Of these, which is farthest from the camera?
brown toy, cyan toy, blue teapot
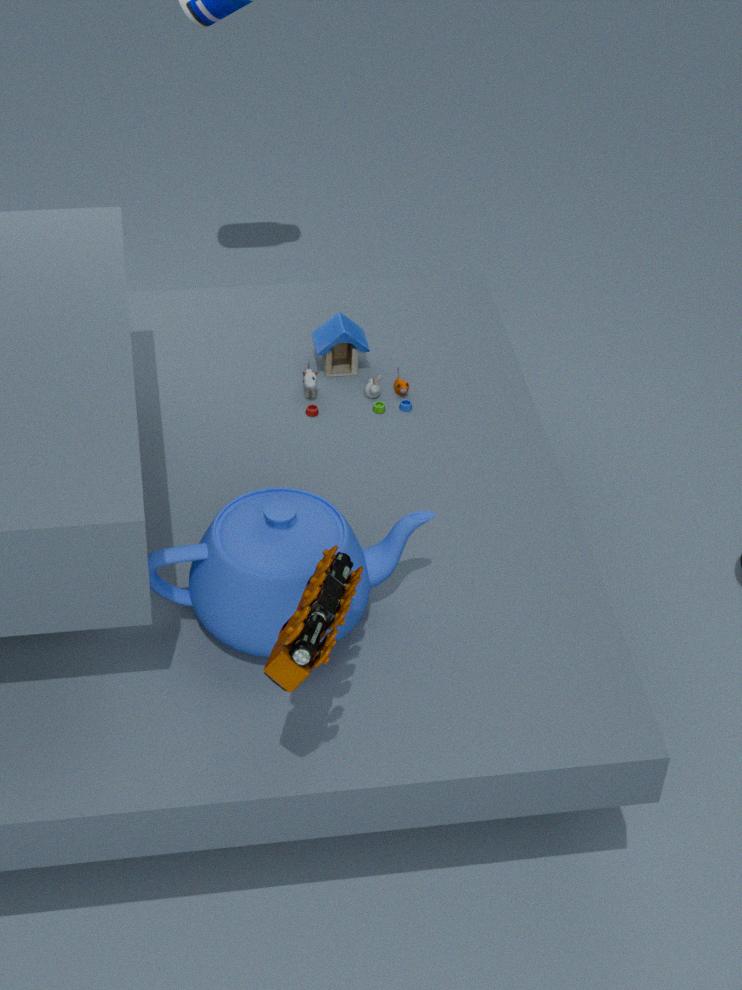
cyan toy
